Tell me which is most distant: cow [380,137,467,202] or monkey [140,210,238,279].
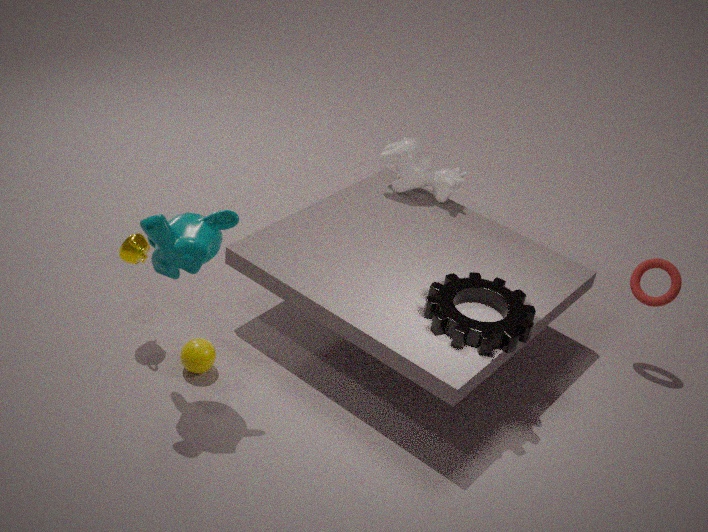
cow [380,137,467,202]
